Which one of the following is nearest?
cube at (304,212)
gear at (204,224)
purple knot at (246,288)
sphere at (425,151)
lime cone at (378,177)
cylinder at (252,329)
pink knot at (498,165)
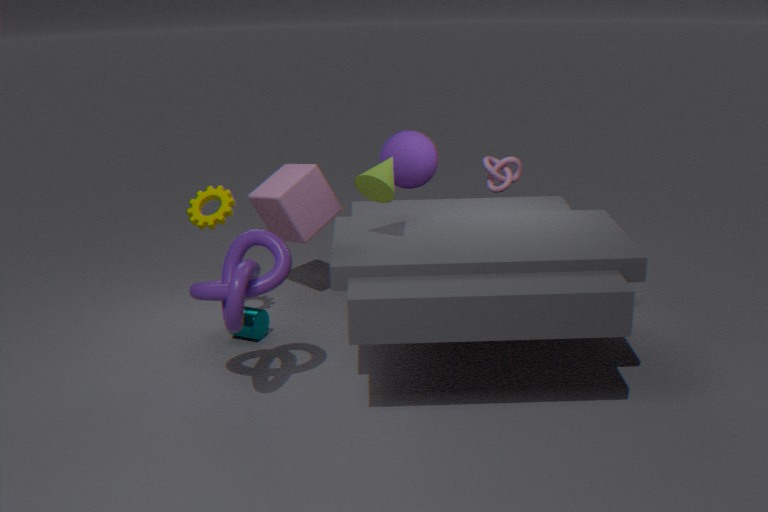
purple knot at (246,288)
